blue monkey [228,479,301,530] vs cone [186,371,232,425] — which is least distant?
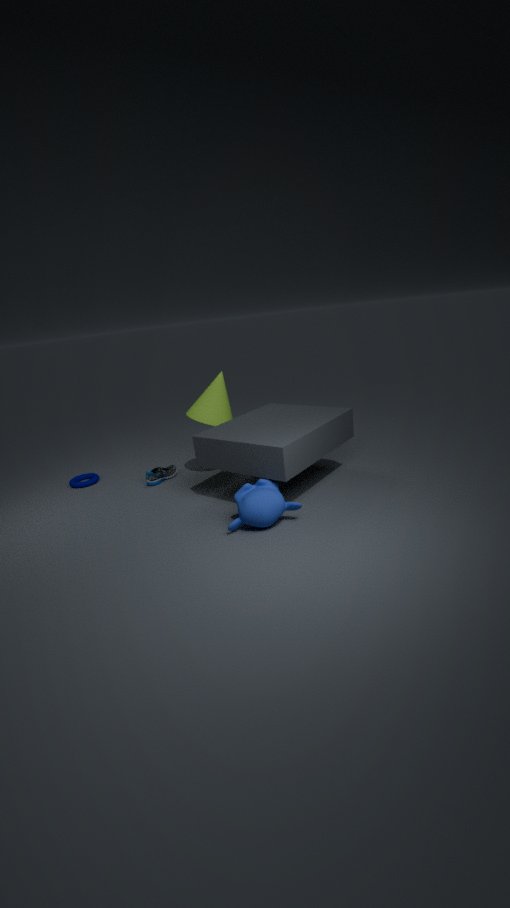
blue monkey [228,479,301,530]
